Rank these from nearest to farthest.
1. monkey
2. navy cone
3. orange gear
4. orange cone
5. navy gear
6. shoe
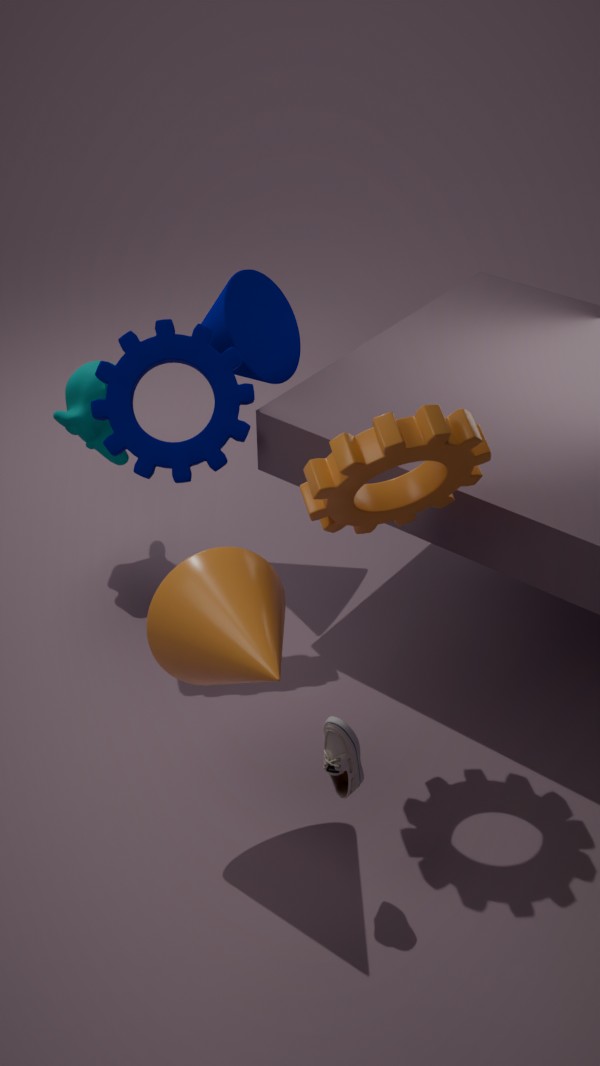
orange cone
shoe
orange gear
navy gear
navy cone
monkey
